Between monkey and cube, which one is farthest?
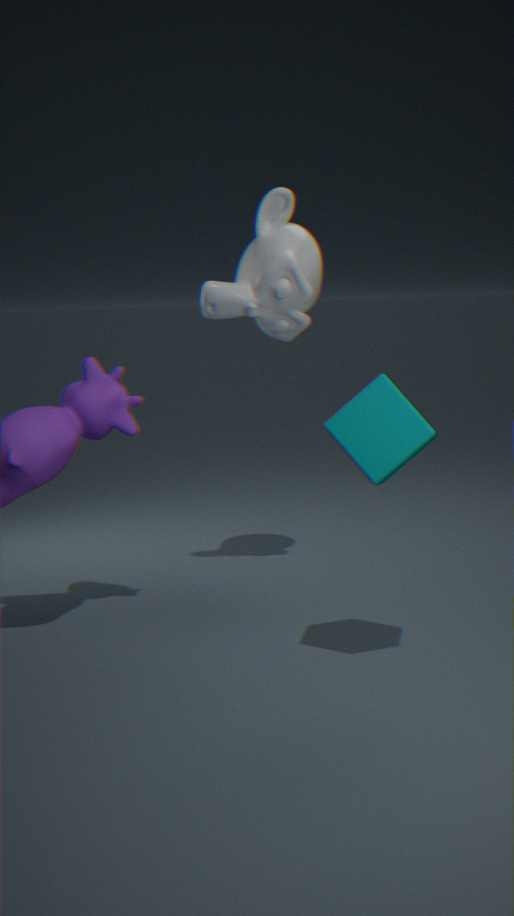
monkey
